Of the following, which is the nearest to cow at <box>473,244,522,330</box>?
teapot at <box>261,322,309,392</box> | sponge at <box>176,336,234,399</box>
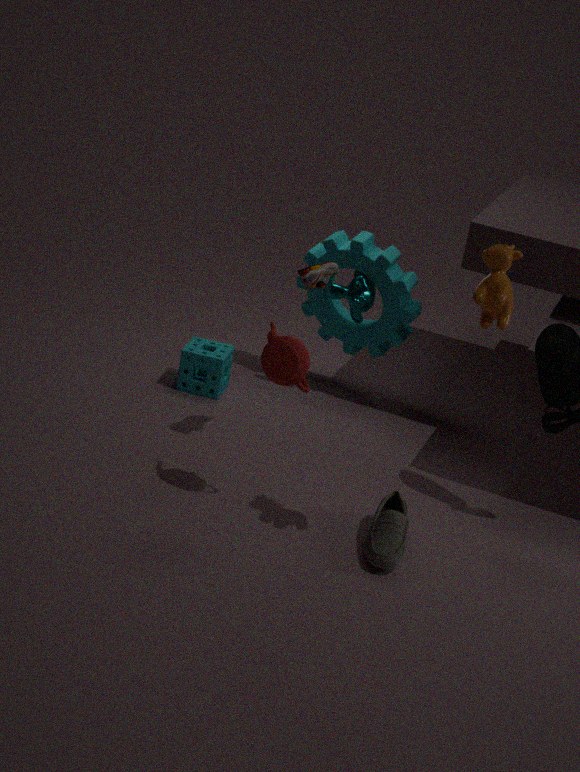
teapot at <box>261,322,309,392</box>
